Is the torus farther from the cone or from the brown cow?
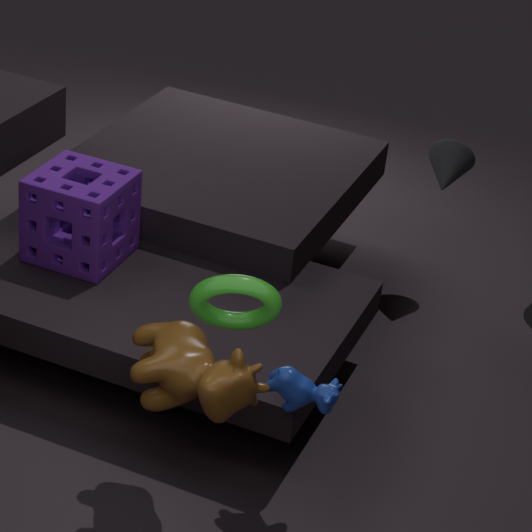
the cone
